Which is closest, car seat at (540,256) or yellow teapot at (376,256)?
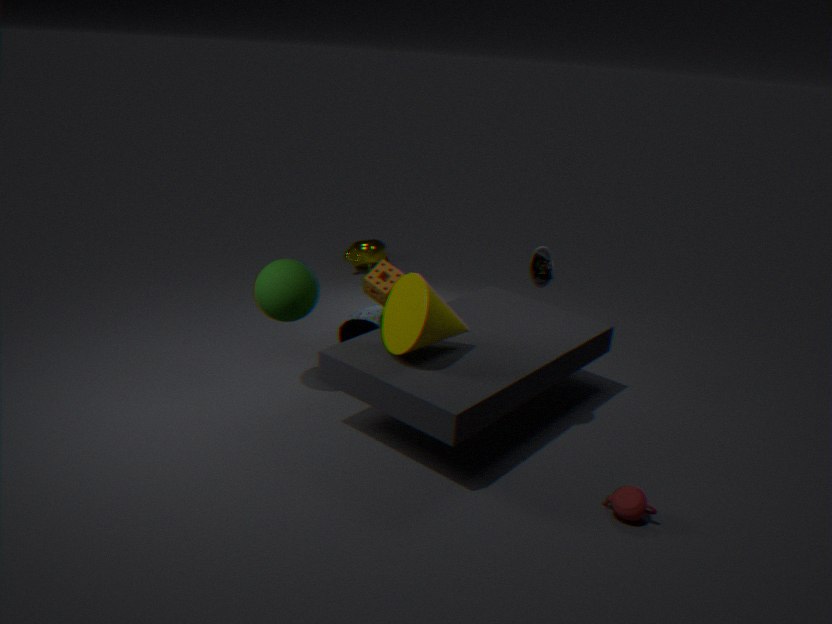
car seat at (540,256)
